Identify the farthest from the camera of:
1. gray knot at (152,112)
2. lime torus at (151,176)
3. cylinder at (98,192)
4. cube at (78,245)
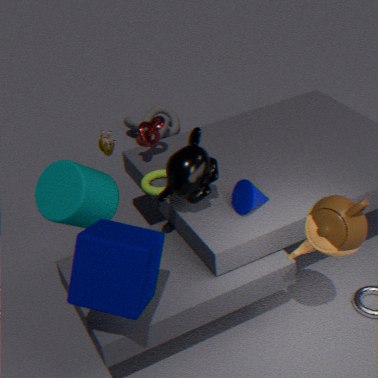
gray knot at (152,112)
